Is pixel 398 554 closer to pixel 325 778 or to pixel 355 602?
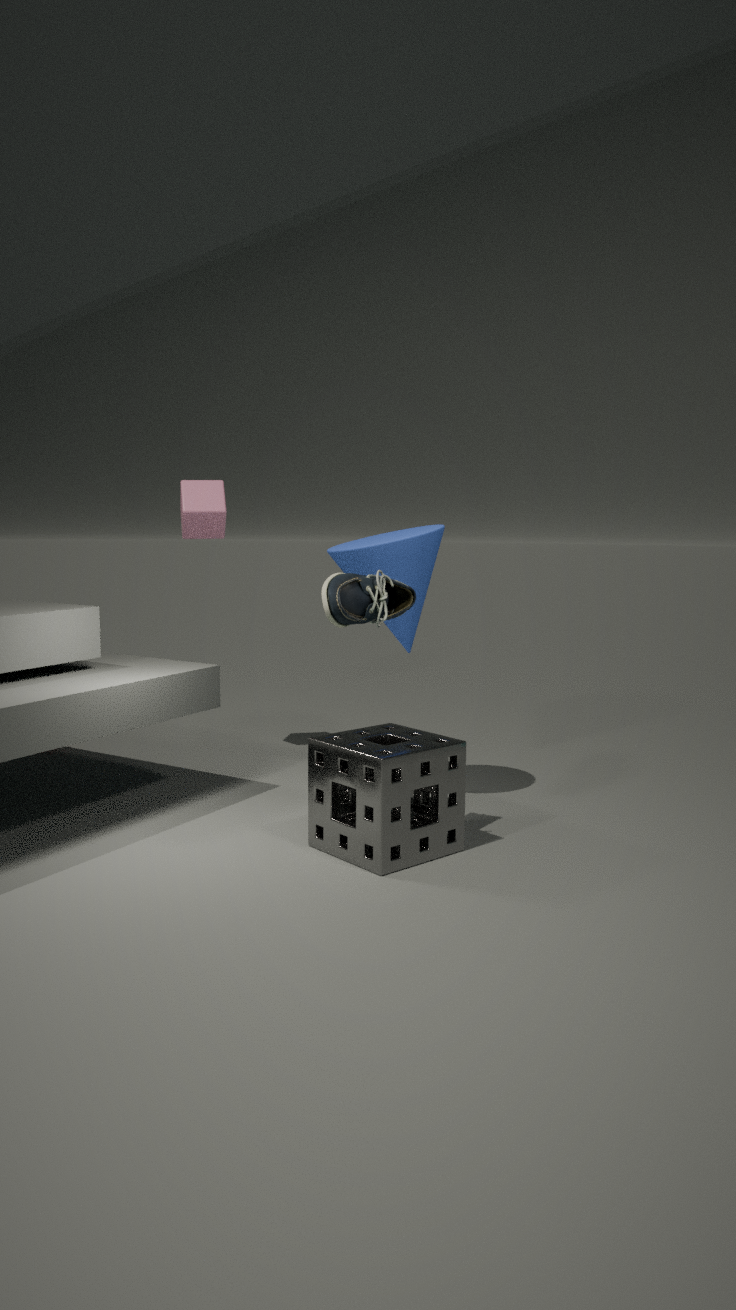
pixel 355 602
